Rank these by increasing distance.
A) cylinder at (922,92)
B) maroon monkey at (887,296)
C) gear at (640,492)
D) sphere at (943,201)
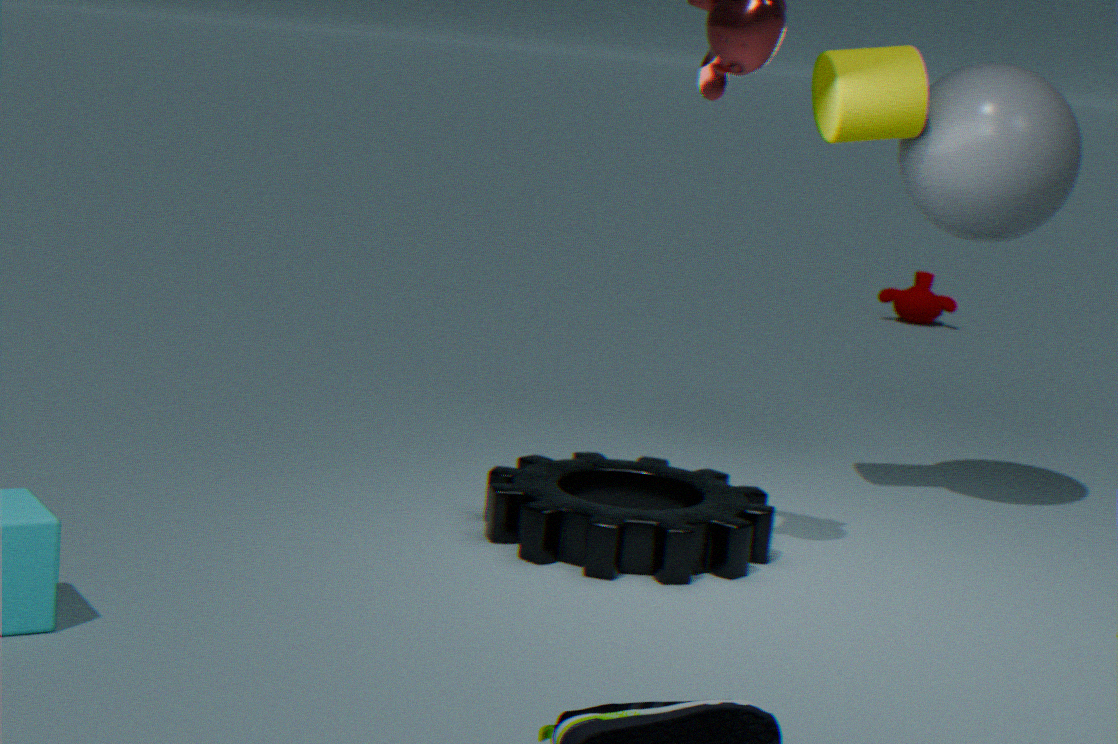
gear at (640,492) → cylinder at (922,92) → sphere at (943,201) → maroon monkey at (887,296)
